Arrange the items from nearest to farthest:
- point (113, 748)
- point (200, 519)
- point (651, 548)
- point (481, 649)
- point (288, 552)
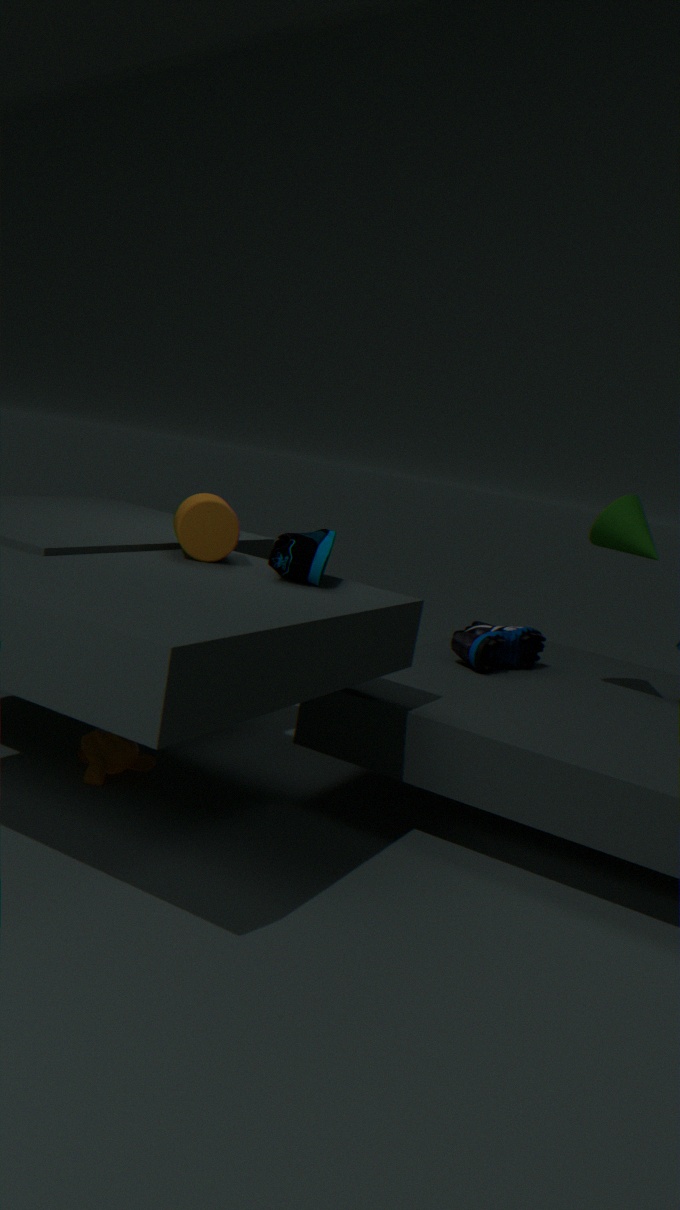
point (288, 552)
point (200, 519)
point (113, 748)
point (651, 548)
point (481, 649)
